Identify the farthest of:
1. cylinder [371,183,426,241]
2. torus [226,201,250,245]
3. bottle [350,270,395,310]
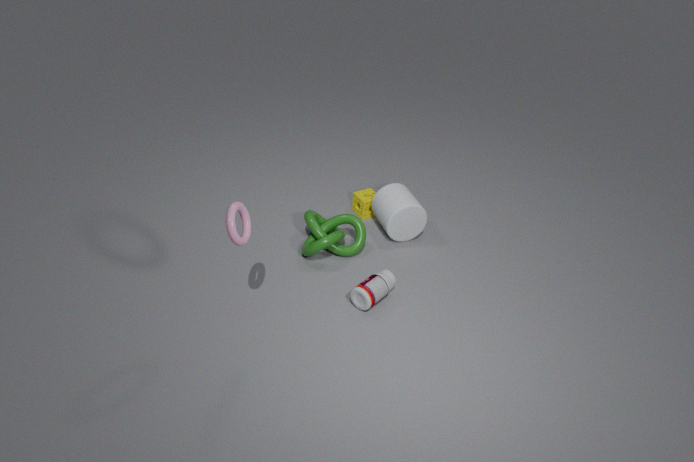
cylinder [371,183,426,241]
